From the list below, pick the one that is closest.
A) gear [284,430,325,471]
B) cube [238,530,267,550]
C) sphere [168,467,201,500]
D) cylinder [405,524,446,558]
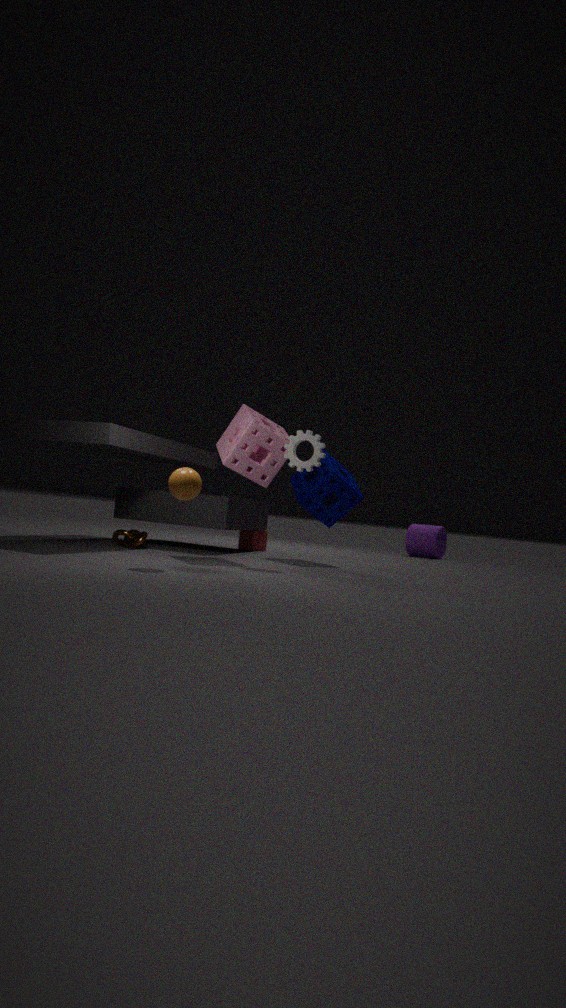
sphere [168,467,201,500]
